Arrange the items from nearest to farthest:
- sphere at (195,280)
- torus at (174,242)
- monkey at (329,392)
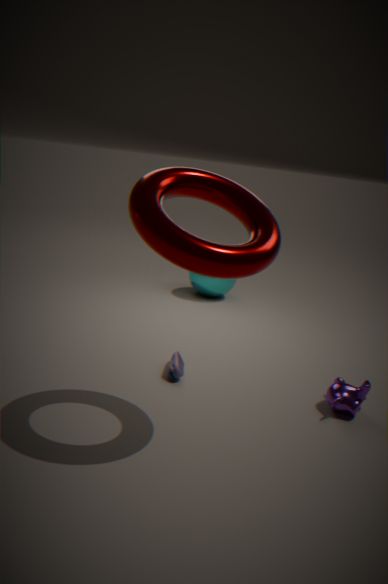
torus at (174,242) → monkey at (329,392) → sphere at (195,280)
